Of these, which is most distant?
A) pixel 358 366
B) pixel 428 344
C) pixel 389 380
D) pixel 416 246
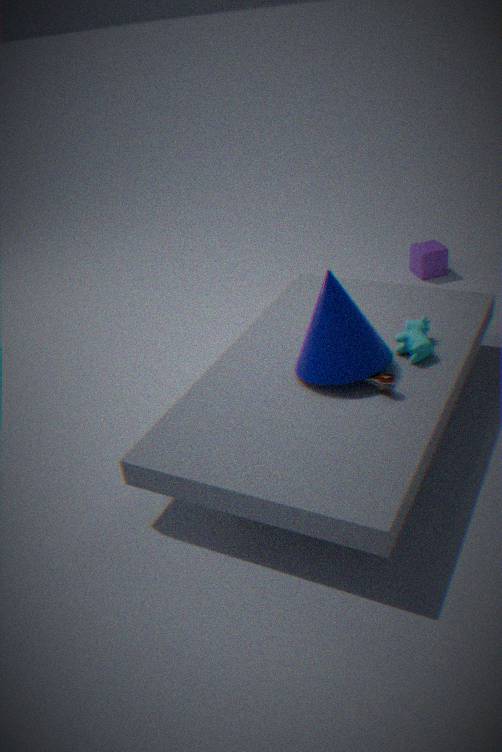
pixel 416 246
